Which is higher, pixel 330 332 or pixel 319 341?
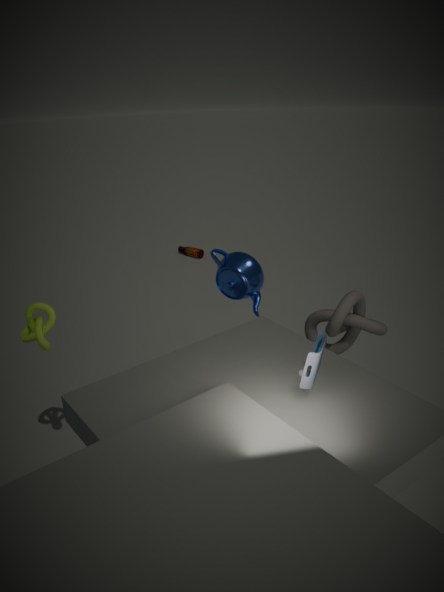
pixel 319 341
